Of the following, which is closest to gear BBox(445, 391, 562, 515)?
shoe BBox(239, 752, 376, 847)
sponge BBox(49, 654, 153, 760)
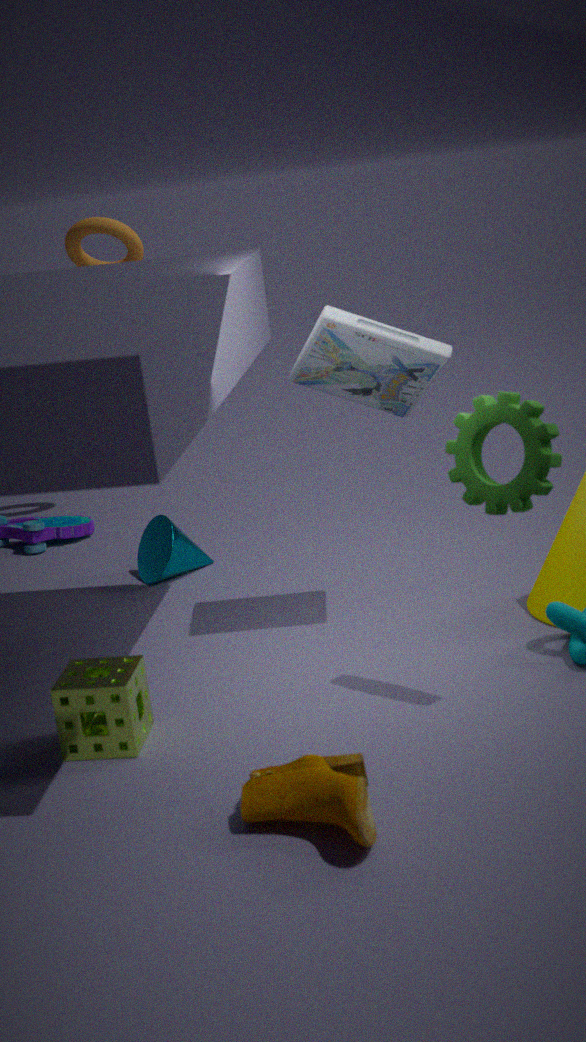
shoe BBox(239, 752, 376, 847)
